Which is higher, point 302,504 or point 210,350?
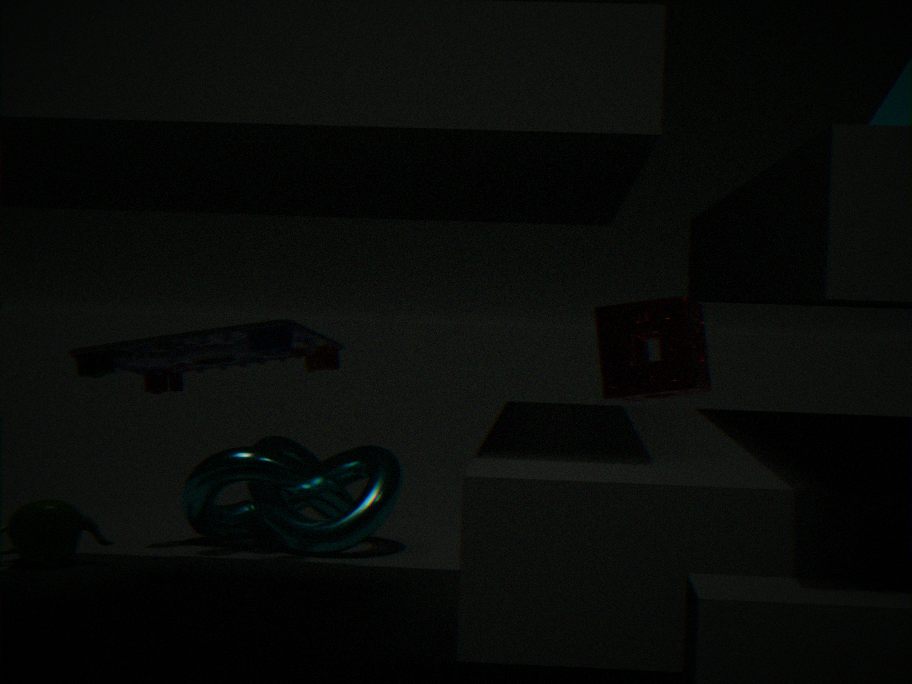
point 210,350
